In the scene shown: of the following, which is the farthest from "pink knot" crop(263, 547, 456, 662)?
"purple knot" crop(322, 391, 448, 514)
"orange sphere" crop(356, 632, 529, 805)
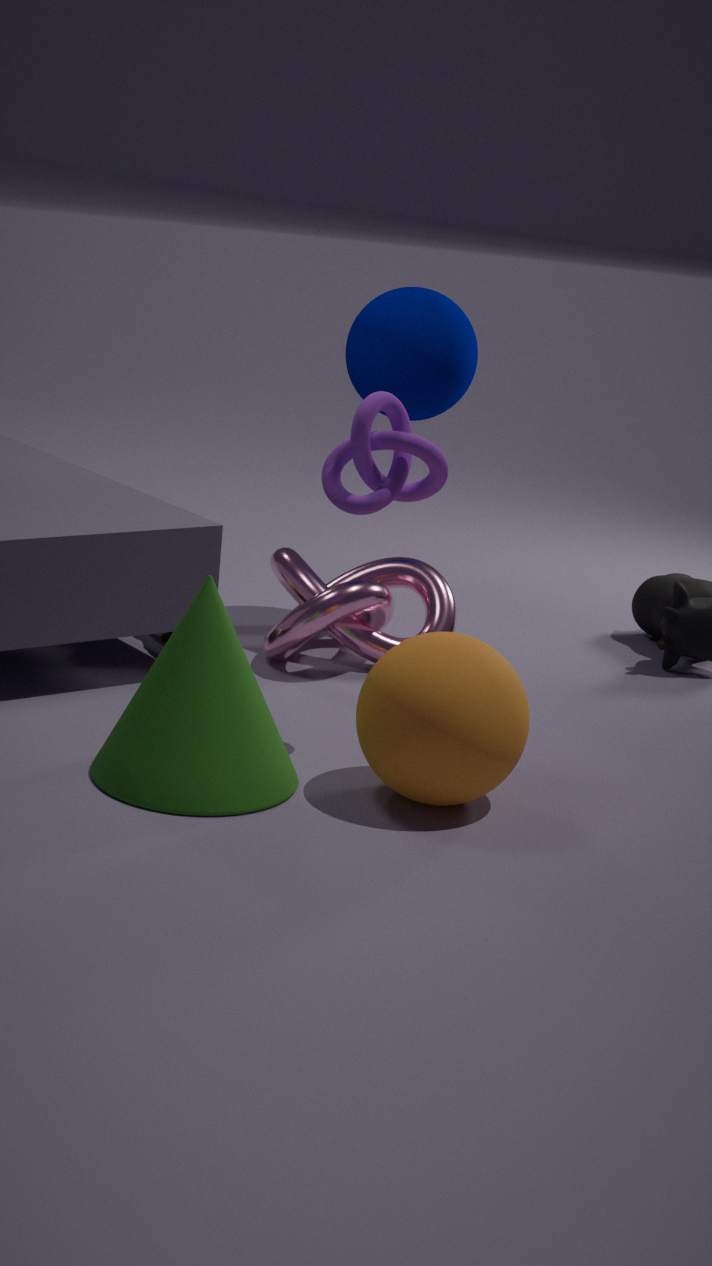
"orange sphere" crop(356, 632, 529, 805)
